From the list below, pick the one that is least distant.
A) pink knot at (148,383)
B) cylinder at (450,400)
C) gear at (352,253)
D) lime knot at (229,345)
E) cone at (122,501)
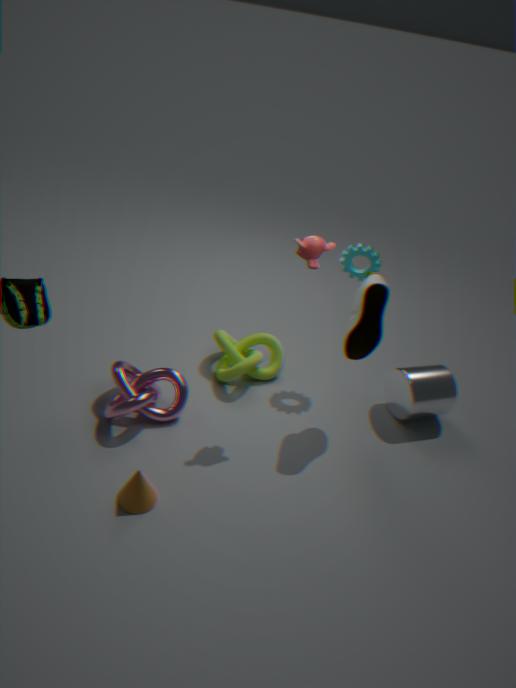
cone at (122,501)
